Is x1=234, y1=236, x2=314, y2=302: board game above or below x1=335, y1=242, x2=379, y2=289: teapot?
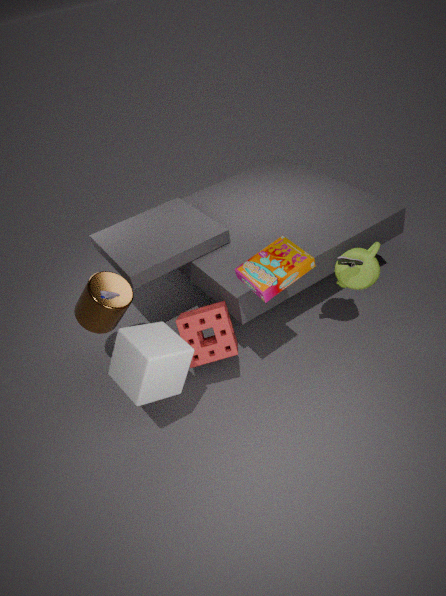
above
